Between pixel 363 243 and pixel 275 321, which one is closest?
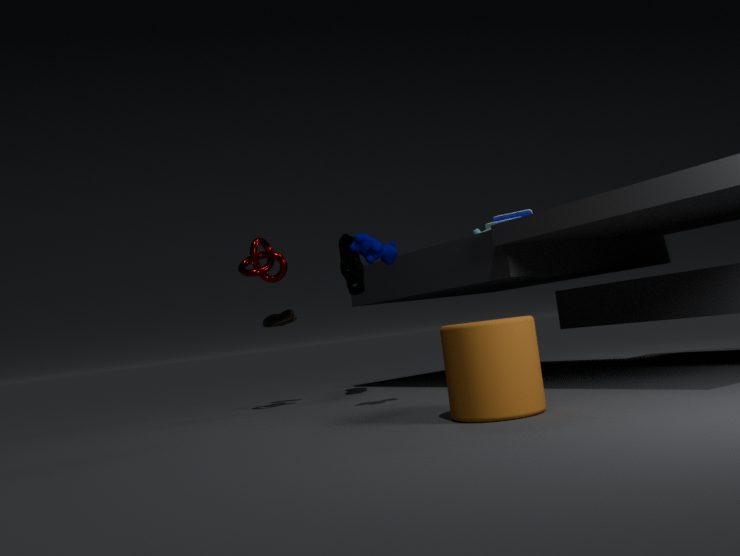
pixel 363 243
